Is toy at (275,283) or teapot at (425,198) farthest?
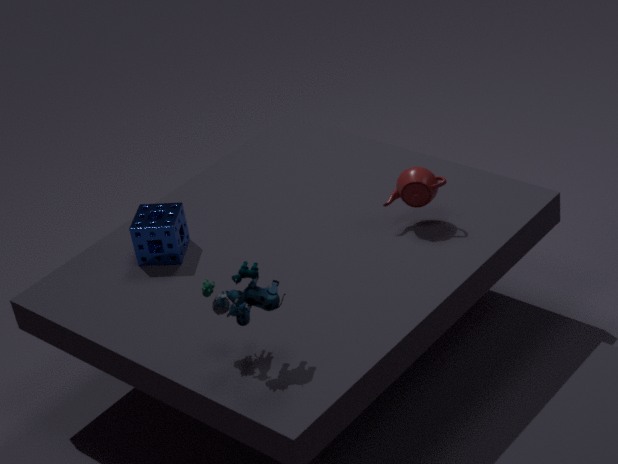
teapot at (425,198)
